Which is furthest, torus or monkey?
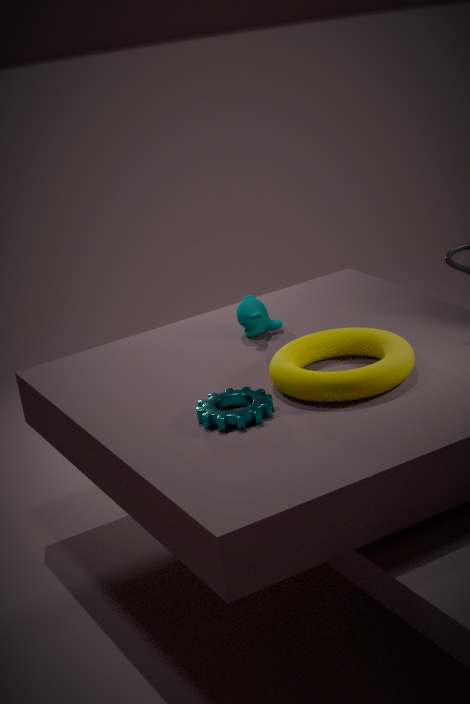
monkey
